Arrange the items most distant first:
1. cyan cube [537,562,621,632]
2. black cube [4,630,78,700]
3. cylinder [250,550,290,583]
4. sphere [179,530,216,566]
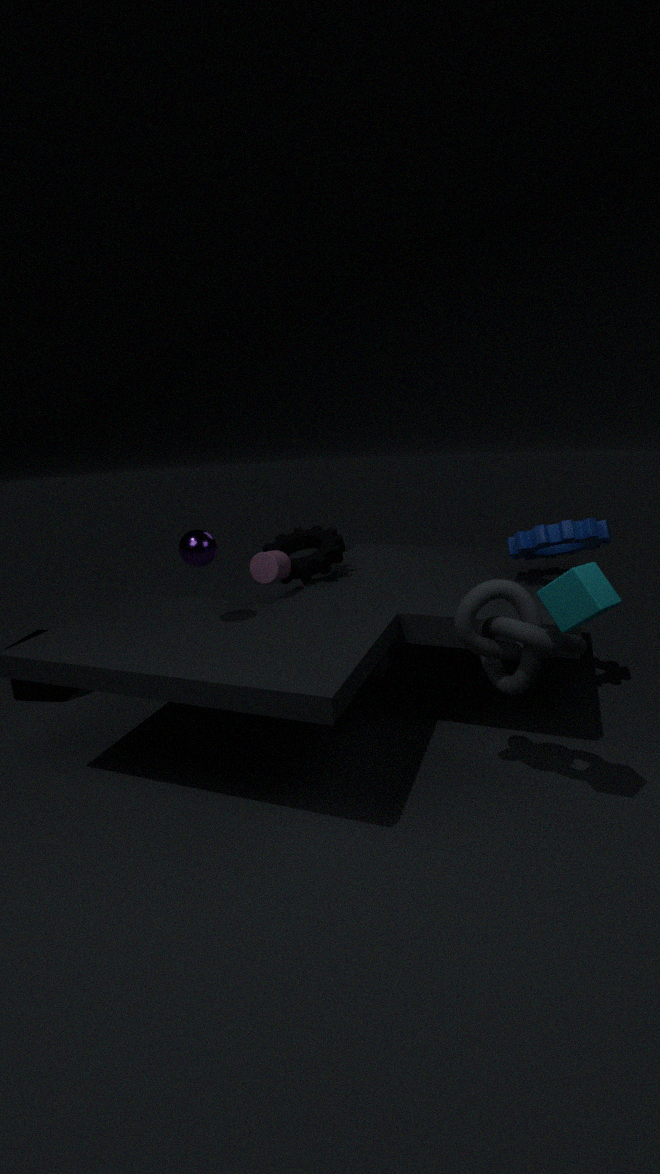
black cube [4,630,78,700] → cylinder [250,550,290,583] → sphere [179,530,216,566] → cyan cube [537,562,621,632]
